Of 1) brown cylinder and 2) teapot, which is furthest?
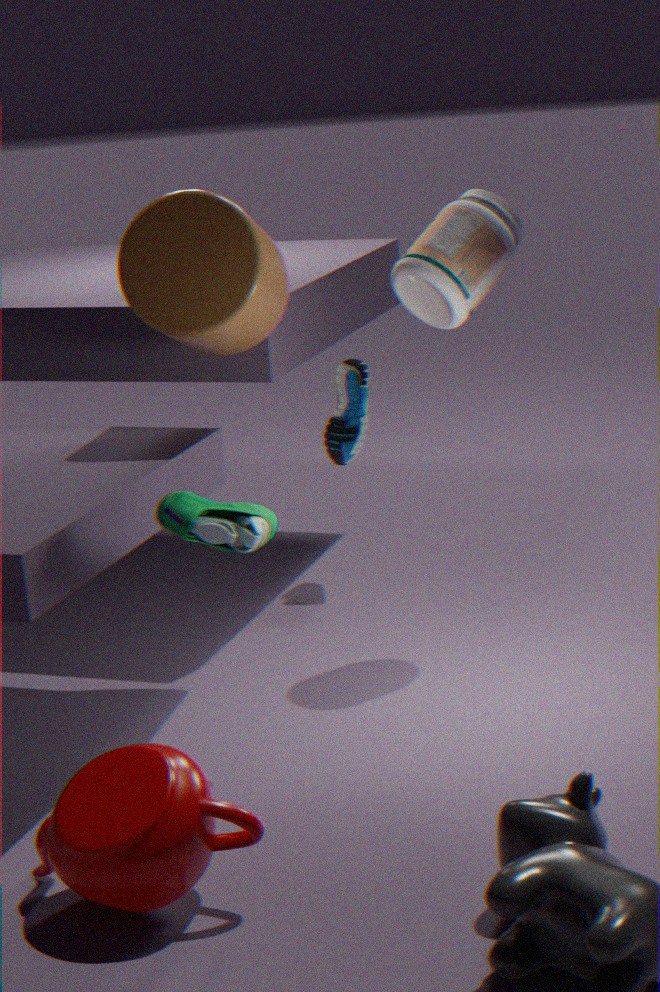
1. brown cylinder
